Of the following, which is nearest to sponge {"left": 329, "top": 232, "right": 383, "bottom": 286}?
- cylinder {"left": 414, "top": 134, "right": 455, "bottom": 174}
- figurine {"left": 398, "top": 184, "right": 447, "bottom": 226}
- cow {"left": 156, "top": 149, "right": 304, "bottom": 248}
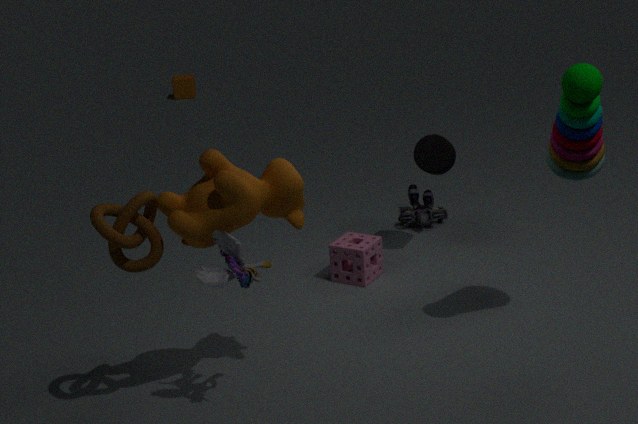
cylinder {"left": 414, "top": 134, "right": 455, "bottom": 174}
